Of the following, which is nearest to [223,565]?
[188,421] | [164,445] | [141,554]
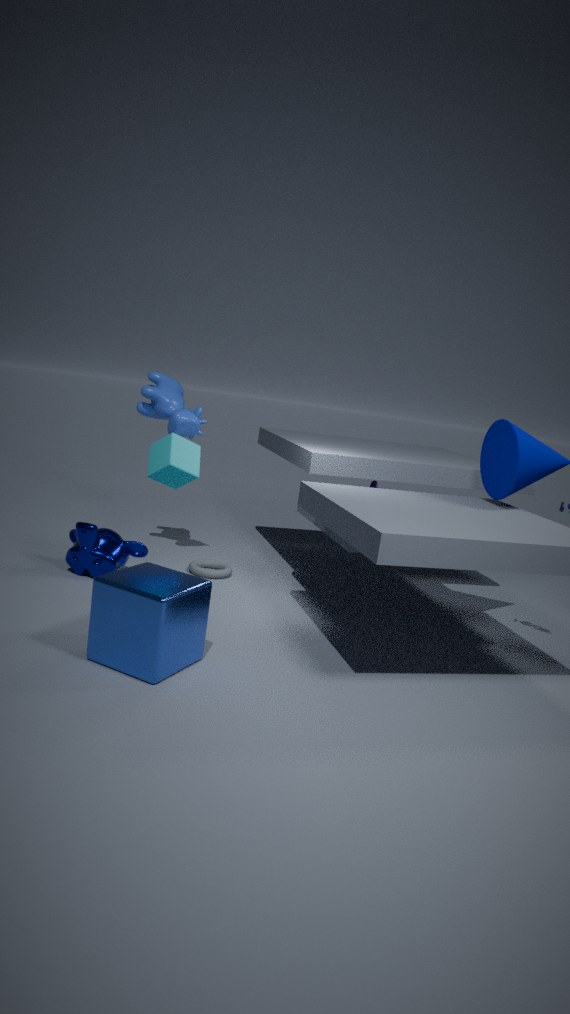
[141,554]
